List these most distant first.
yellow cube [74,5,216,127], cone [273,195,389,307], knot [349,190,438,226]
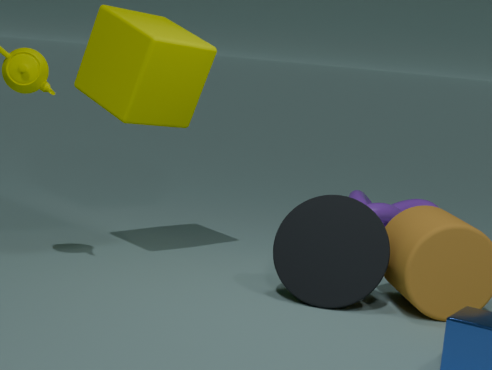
1. knot [349,190,438,226]
2. yellow cube [74,5,216,127]
3. cone [273,195,389,307]
